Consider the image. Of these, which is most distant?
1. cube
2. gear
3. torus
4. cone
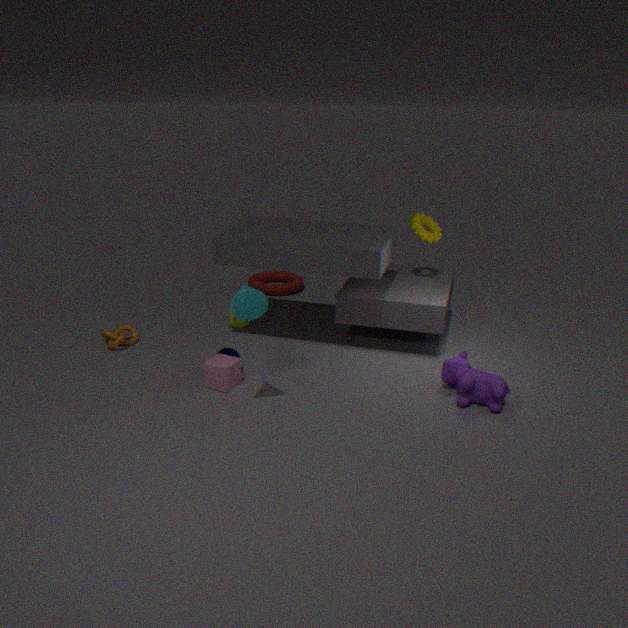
torus
